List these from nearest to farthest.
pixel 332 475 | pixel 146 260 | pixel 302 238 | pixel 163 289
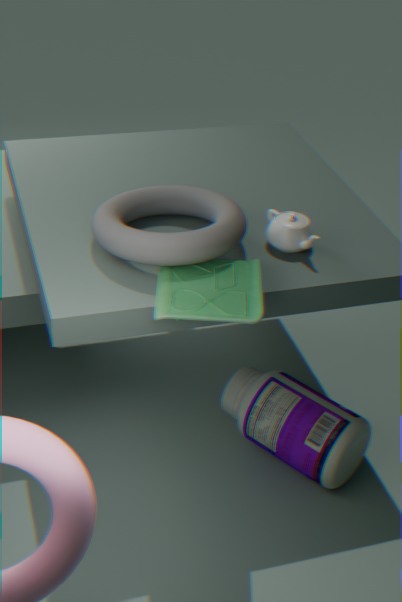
pixel 163 289 → pixel 146 260 → pixel 302 238 → pixel 332 475
